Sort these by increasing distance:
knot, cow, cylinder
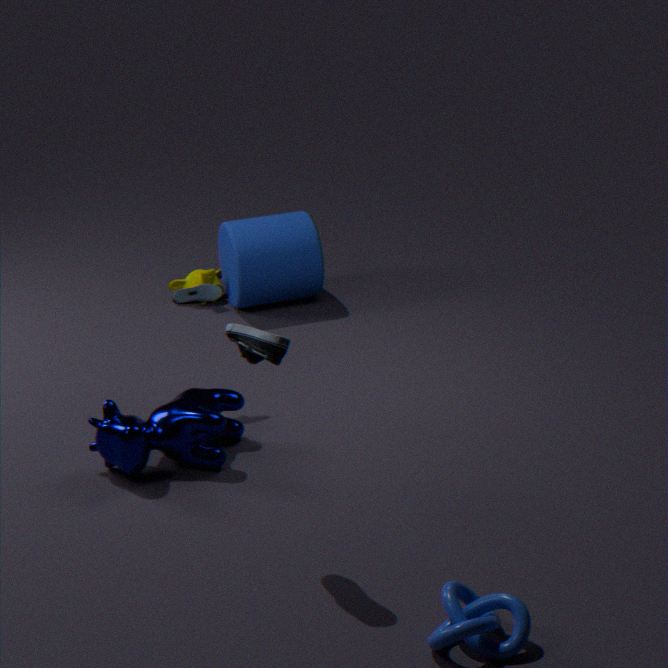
knot → cow → cylinder
